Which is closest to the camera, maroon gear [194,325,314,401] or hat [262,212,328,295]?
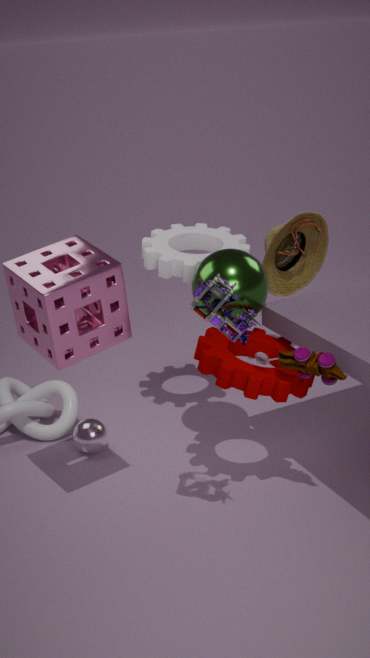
maroon gear [194,325,314,401]
